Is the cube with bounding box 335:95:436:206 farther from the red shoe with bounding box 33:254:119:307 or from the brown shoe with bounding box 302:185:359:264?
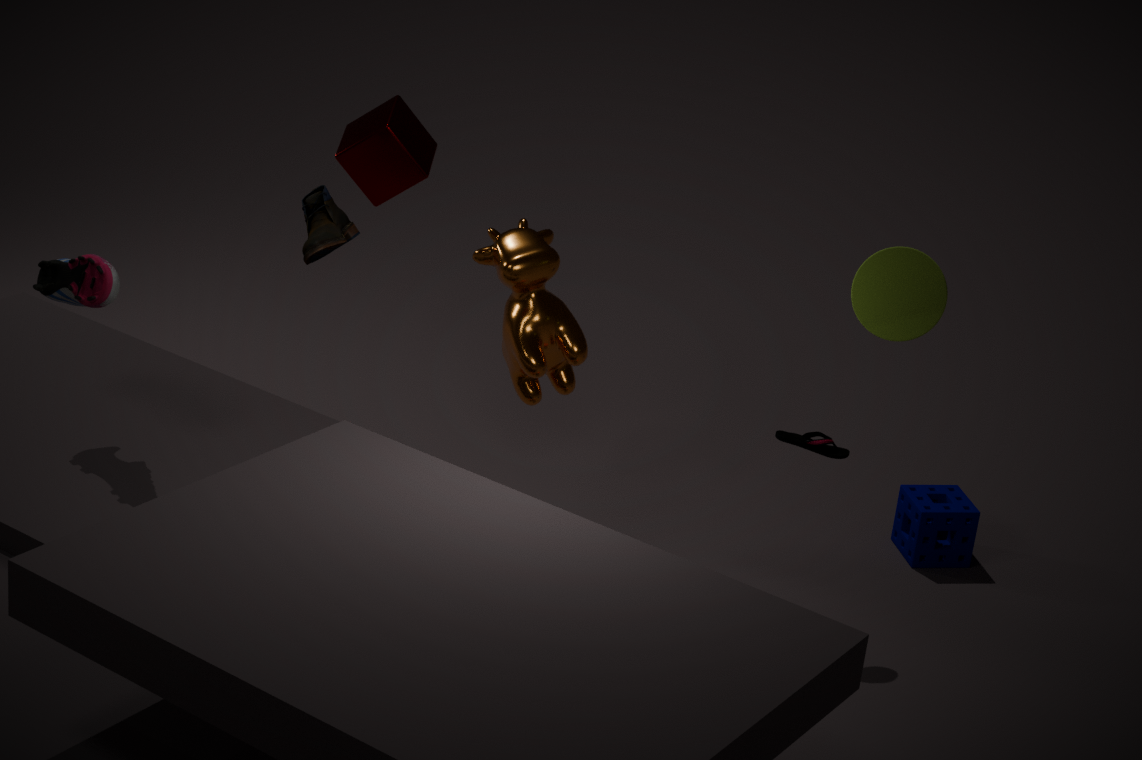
the red shoe with bounding box 33:254:119:307
